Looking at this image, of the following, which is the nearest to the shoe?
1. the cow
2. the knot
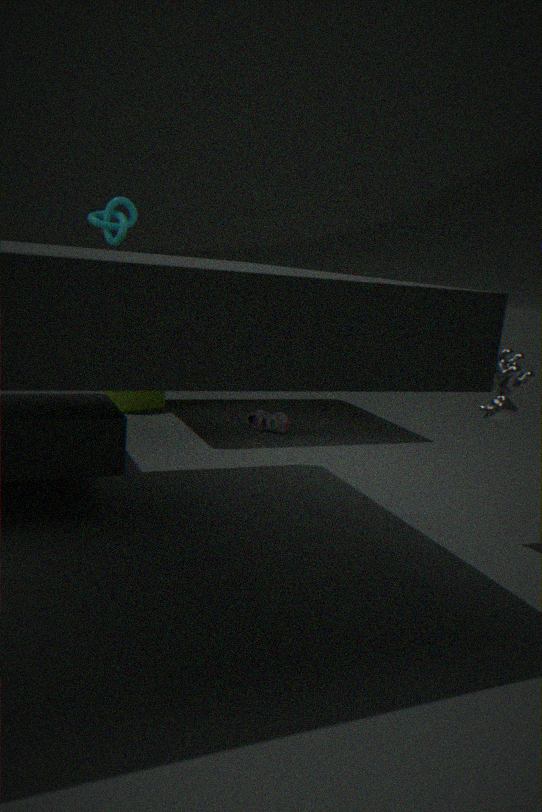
the knot
